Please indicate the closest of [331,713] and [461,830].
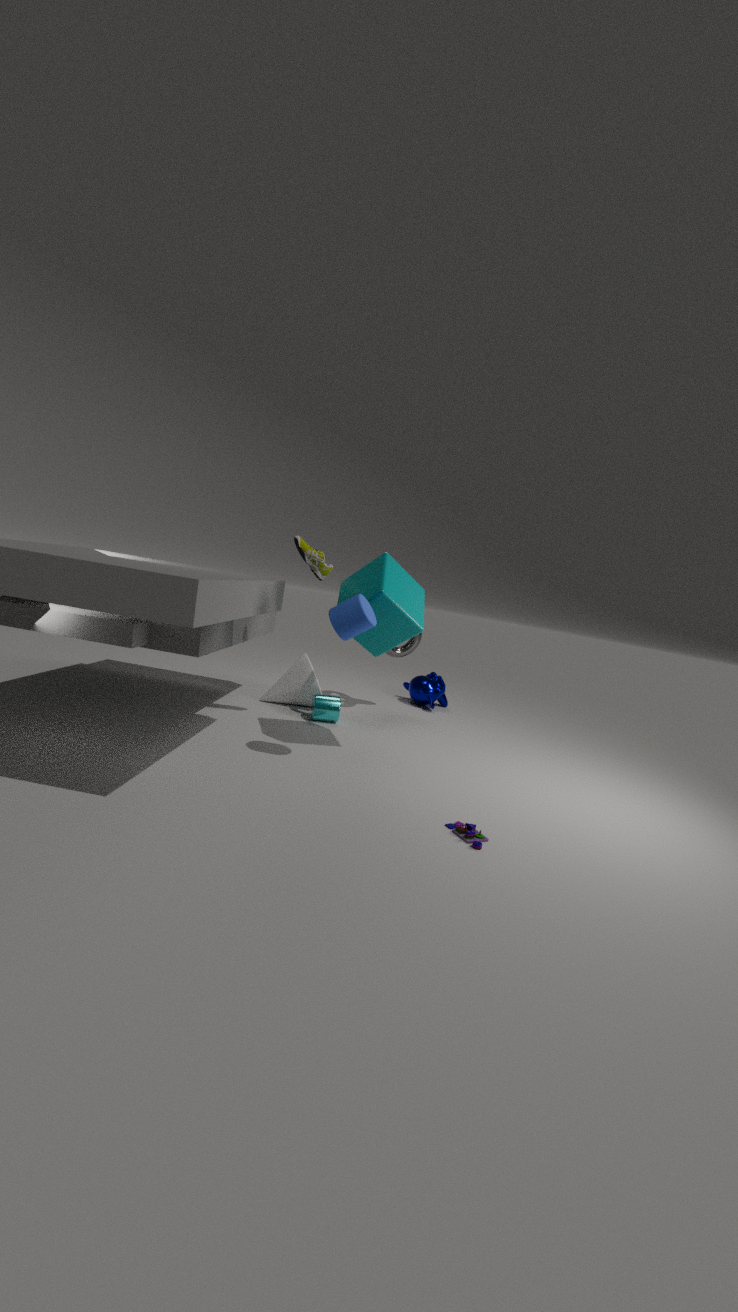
[461,830]
